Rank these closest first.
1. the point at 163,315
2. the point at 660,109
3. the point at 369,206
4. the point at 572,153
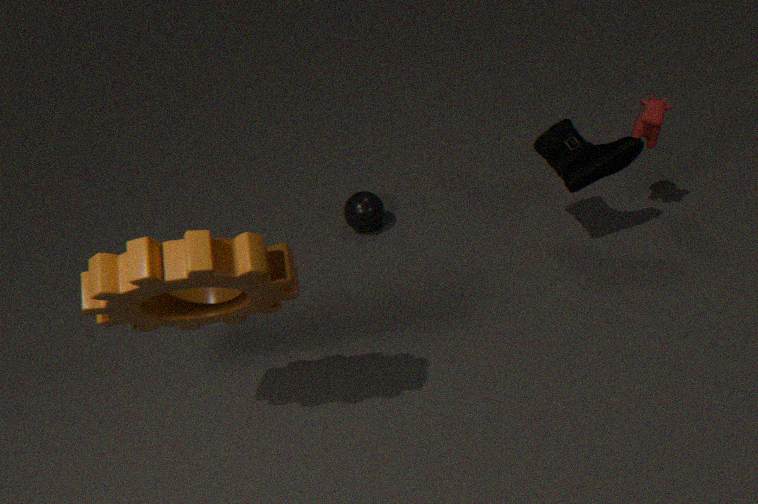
1. the point at 163,315
2. the point at 660,109
3. the point at 572,153
4. the point at 369,206
